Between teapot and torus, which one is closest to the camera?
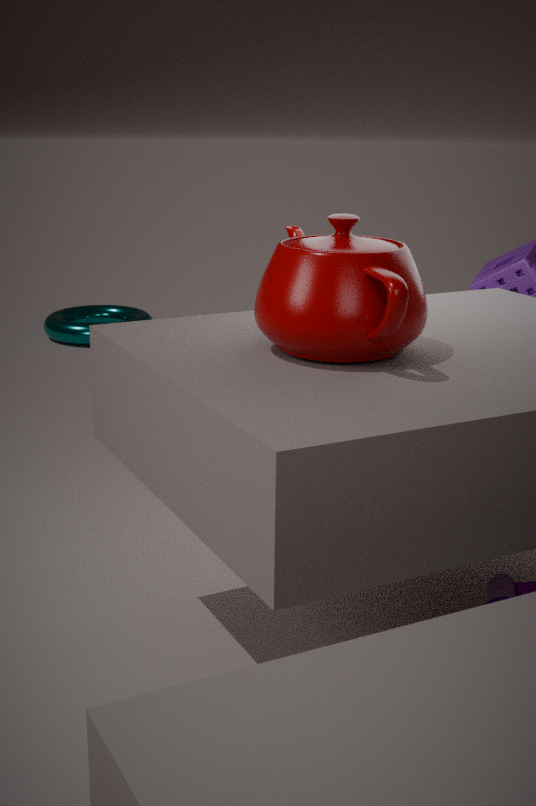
teapot
